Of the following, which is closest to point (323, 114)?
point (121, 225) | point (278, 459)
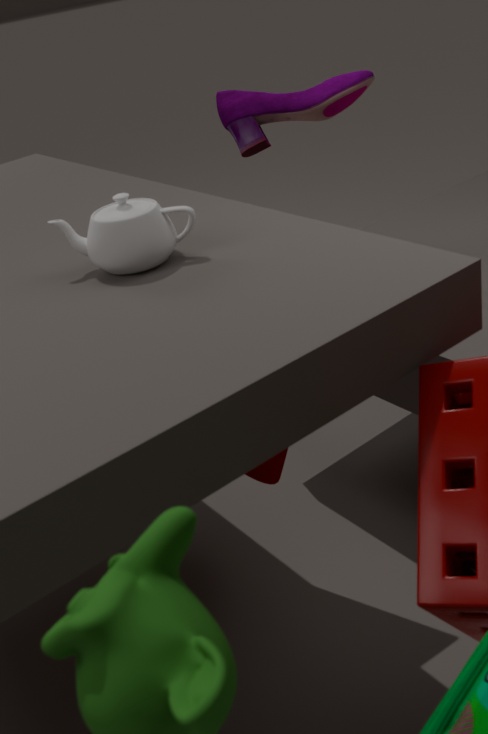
point (278, 459)
